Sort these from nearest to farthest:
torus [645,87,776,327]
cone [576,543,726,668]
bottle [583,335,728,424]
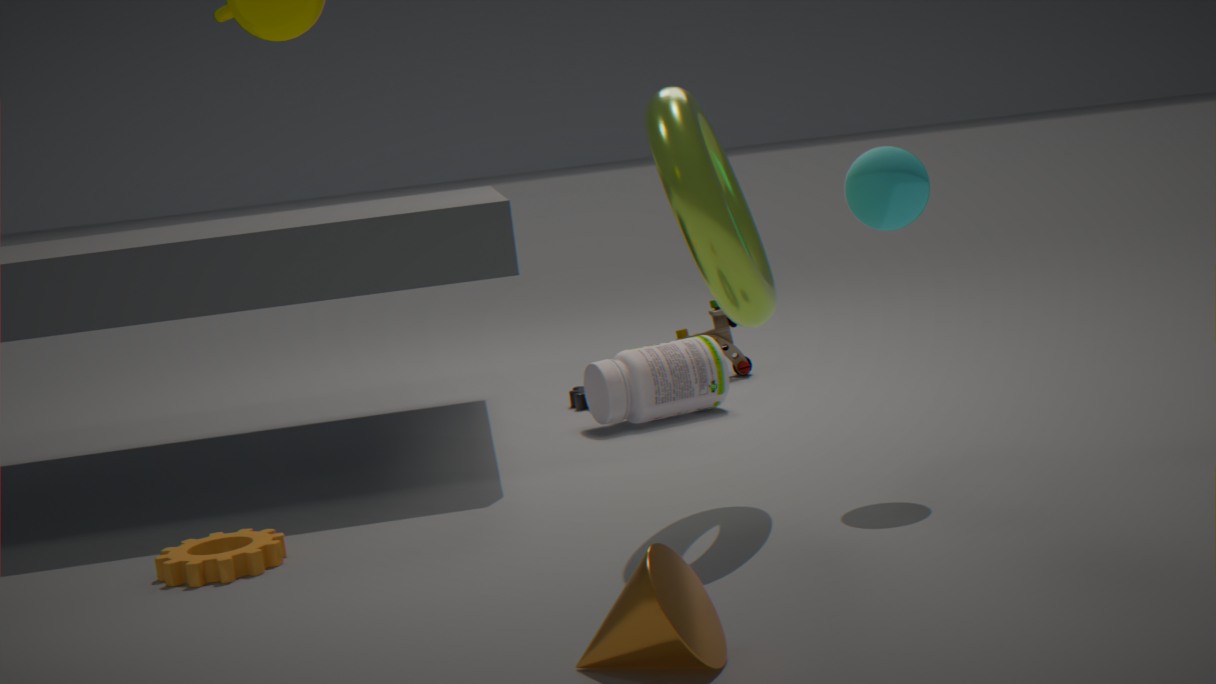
cone [576,543,726,668] < torus [645,87,776,327] < bottle [583,335,728,424]
